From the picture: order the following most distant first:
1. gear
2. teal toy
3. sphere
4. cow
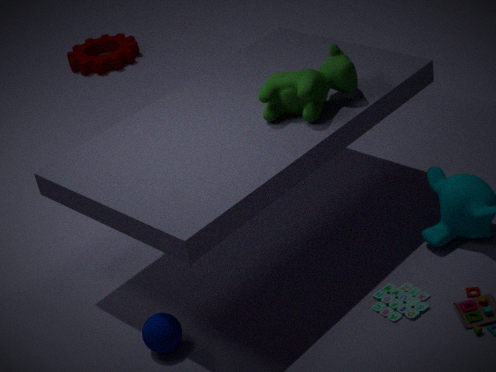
gear < cow < teal toy < sphere
